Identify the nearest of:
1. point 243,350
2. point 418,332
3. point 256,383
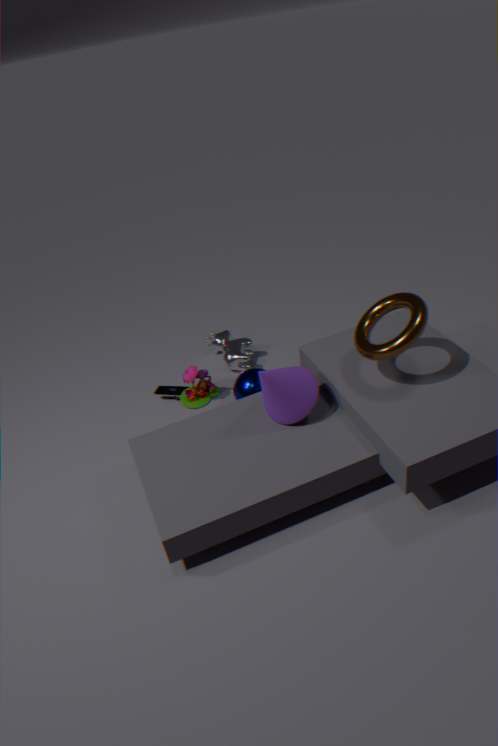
point 418,332
